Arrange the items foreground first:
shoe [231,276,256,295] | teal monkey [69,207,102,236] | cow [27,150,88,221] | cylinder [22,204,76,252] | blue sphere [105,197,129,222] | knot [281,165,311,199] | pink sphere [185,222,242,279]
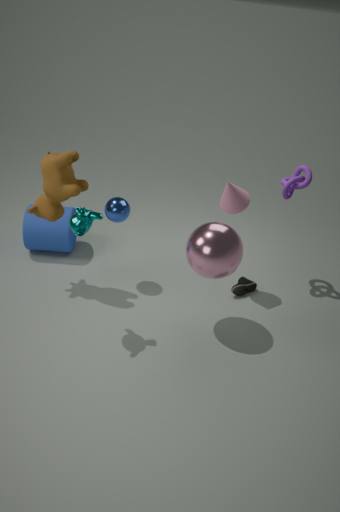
teal monkey [69,207,102,236], pink sphere [185,222,242,279], cow [27,150,88,221], blue sphere [105,197,129,222], knot [281,165,311,199], shoe [231,276,256,295], cylinder [22,204,76,252]
